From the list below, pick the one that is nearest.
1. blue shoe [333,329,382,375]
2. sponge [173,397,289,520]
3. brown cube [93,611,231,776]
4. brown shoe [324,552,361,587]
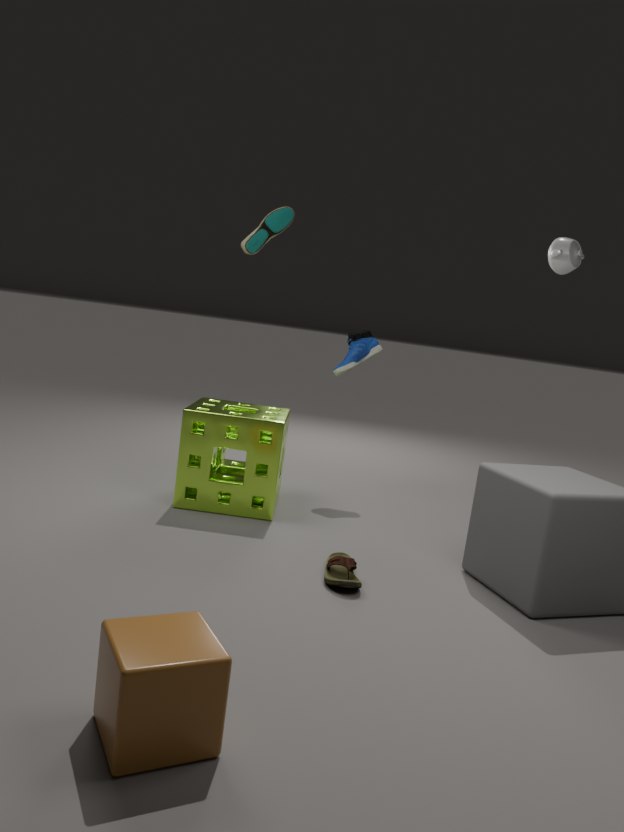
brown cube [93,611,231,776]
